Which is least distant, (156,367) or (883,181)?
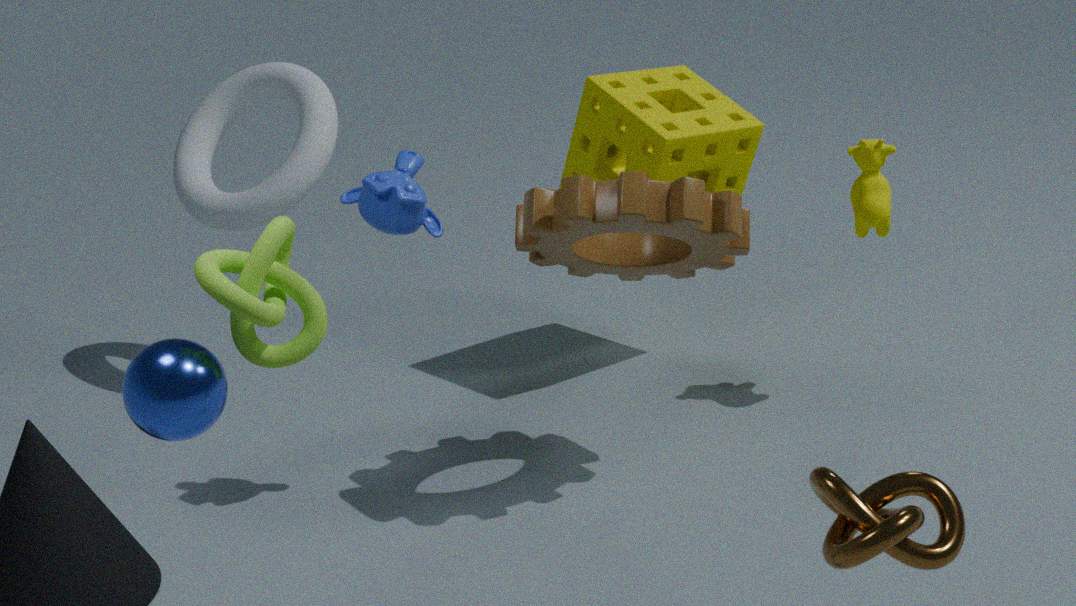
(156,367)
